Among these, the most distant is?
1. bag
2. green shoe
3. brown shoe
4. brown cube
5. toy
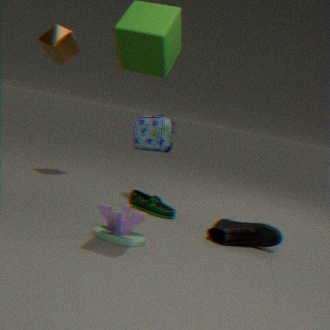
brown cube
